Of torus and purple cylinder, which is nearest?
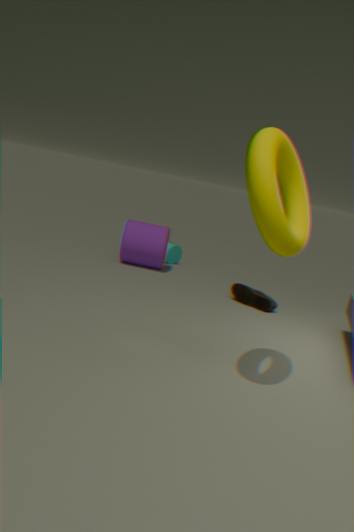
torus
